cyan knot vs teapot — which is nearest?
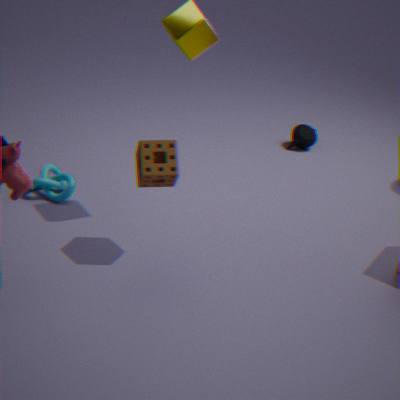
cyan knot
